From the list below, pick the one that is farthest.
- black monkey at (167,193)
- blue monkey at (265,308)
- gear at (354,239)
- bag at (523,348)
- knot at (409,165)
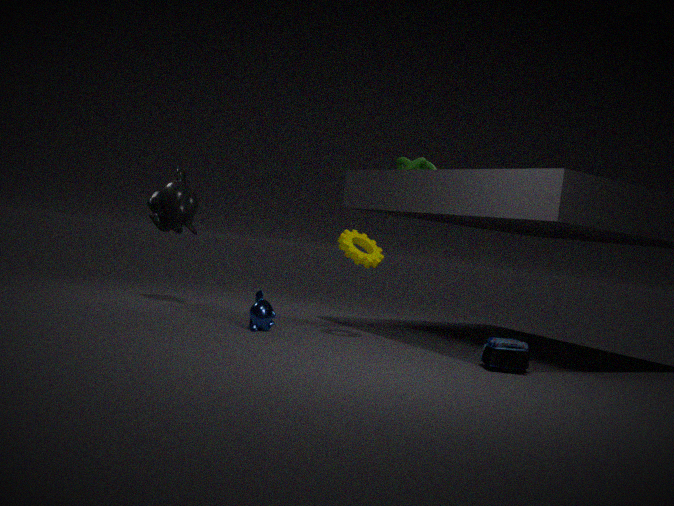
black monkey at (167,193)
